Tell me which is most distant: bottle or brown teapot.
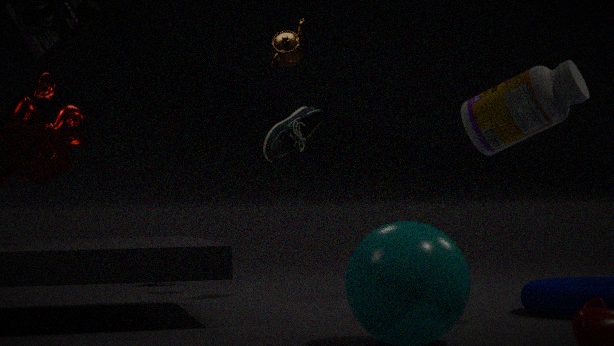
brown teapot
